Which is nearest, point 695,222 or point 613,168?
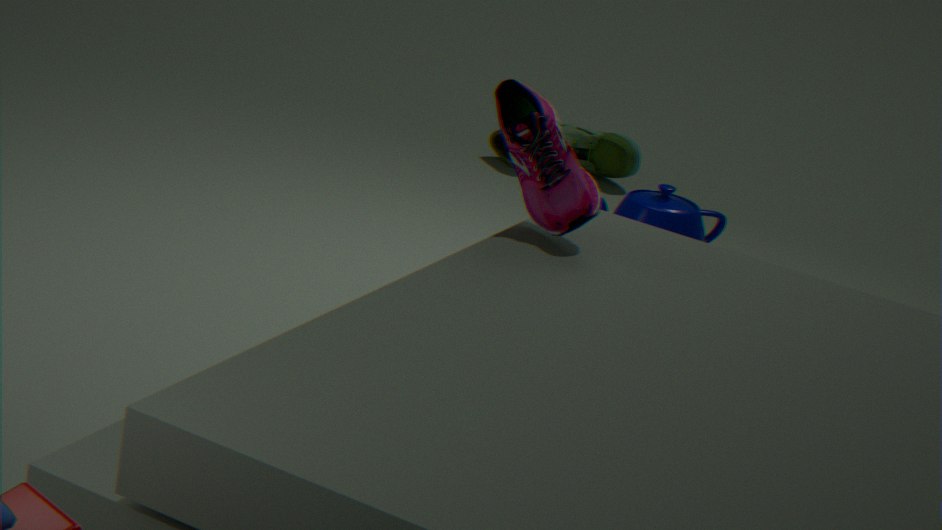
point 695,222
